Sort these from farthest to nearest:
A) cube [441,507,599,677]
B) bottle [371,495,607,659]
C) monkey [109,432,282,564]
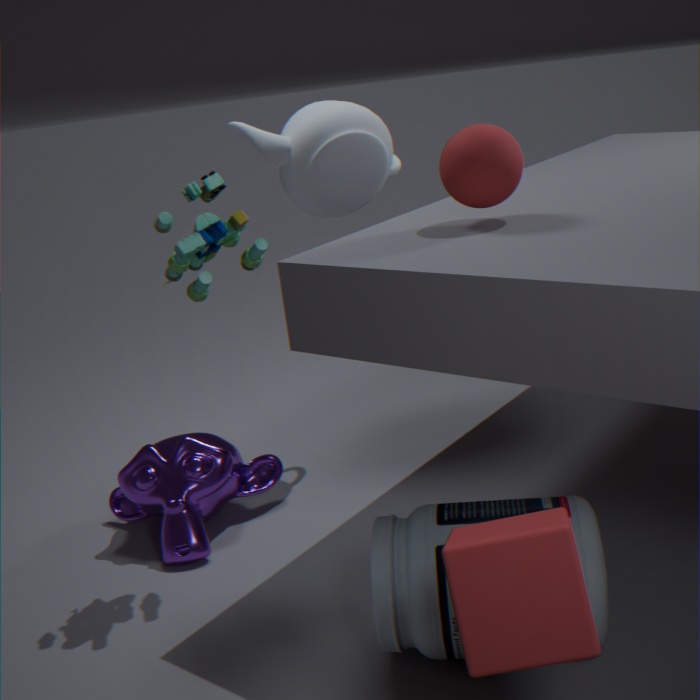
monkey [109,432,282,564]
bottle [371,495,607,659]
cube [441,507,599,677]
